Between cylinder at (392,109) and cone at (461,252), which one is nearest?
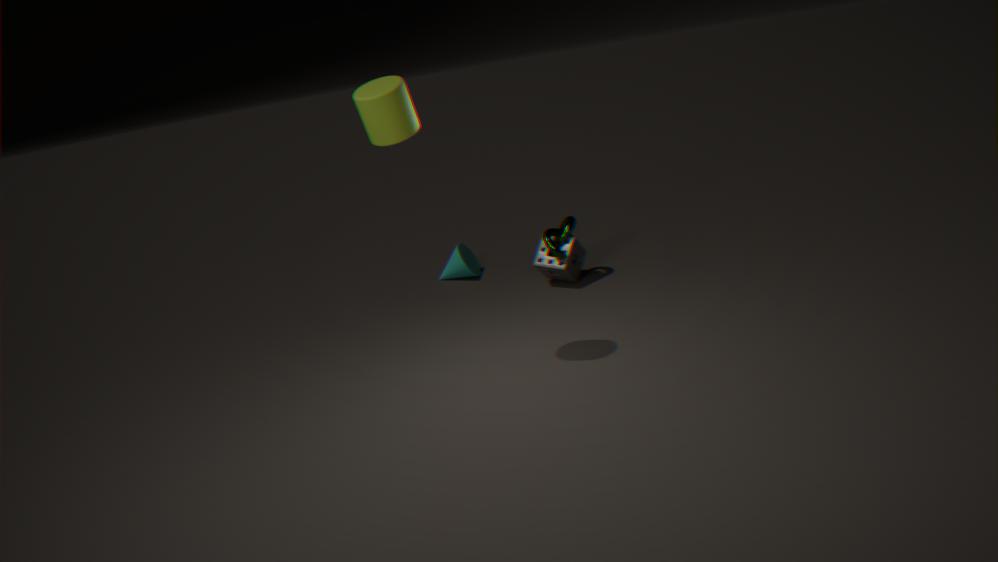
cylinder at (392,109)
